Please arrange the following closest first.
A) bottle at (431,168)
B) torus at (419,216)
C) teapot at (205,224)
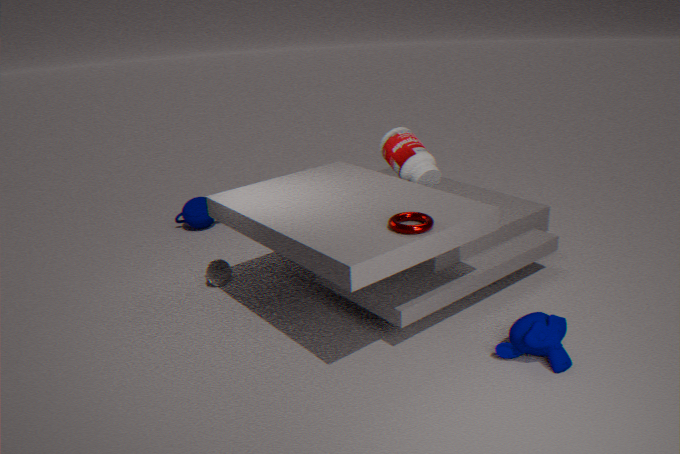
1. B. torus at (419,216)
2. A. bottle at (431,168)
3. C. teapot at (205,224)
